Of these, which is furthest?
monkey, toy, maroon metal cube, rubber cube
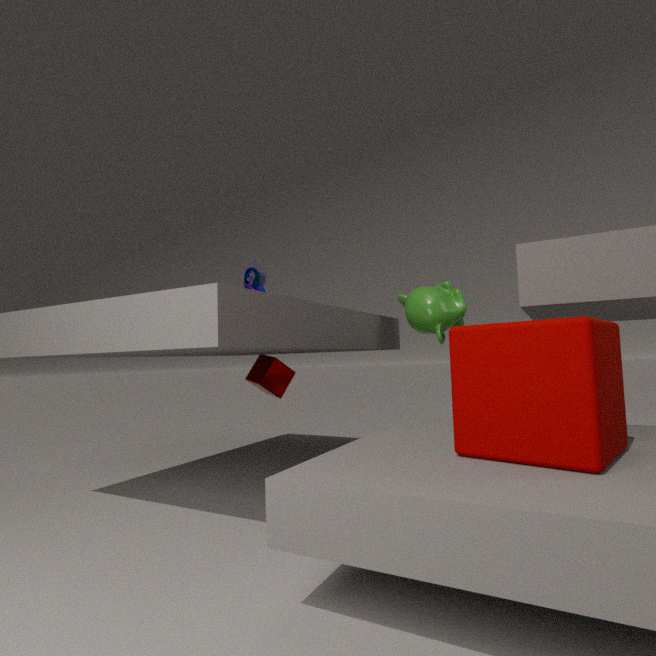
maroon metal cube
